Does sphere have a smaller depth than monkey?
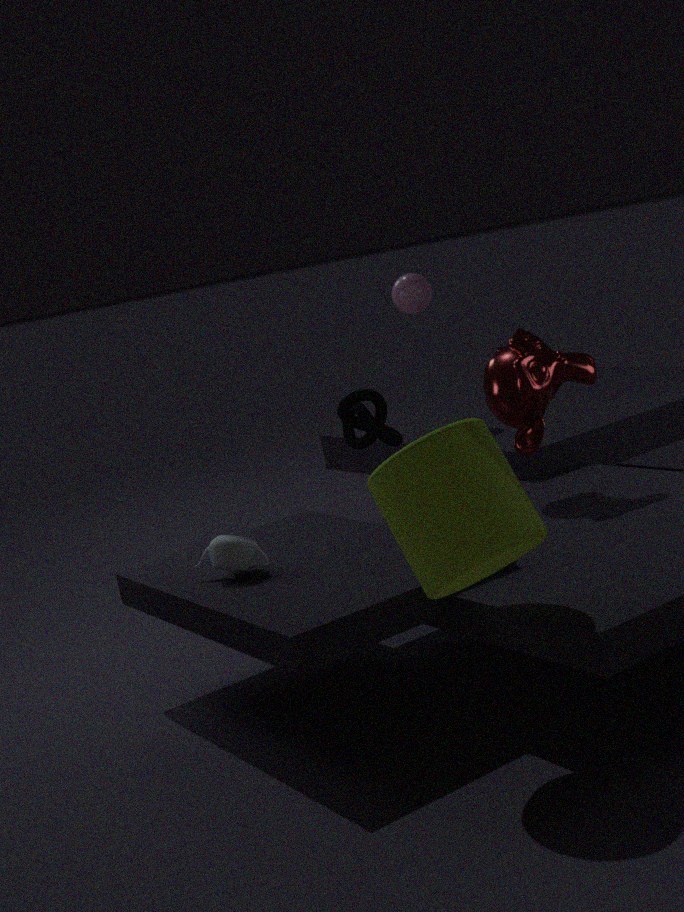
No
